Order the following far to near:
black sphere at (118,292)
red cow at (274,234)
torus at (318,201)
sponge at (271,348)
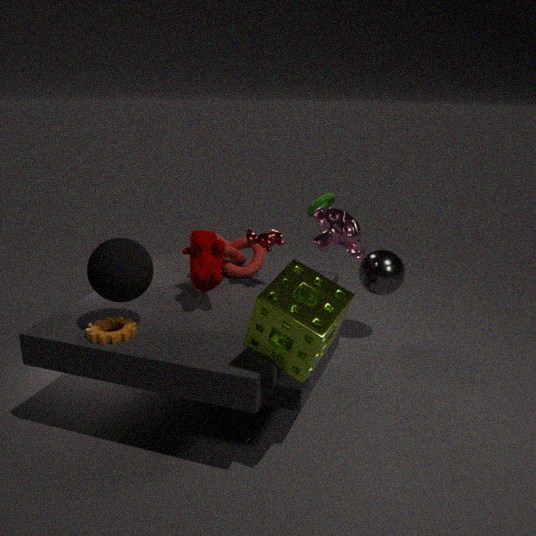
torus at (318,201)
red cow at (274,234)
black sphere at (118,292)
sponge at (271,348)
